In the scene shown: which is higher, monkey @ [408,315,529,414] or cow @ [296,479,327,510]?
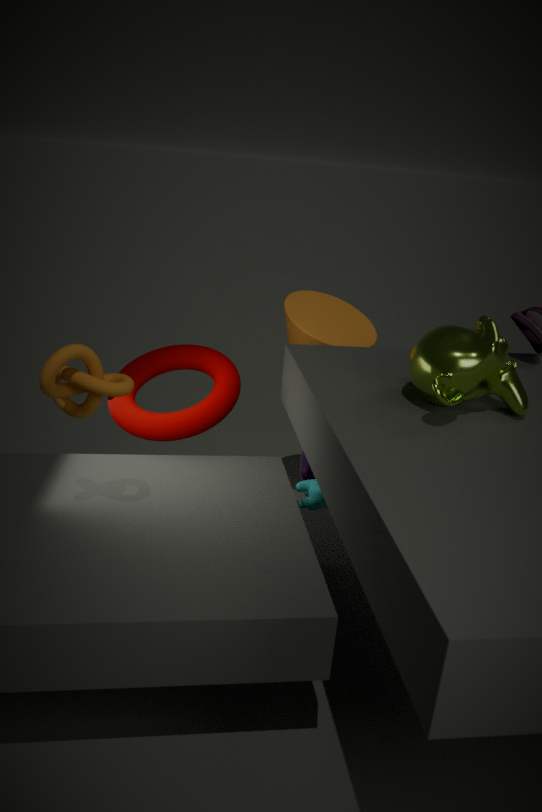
monkey @ [408,315,529,414]
